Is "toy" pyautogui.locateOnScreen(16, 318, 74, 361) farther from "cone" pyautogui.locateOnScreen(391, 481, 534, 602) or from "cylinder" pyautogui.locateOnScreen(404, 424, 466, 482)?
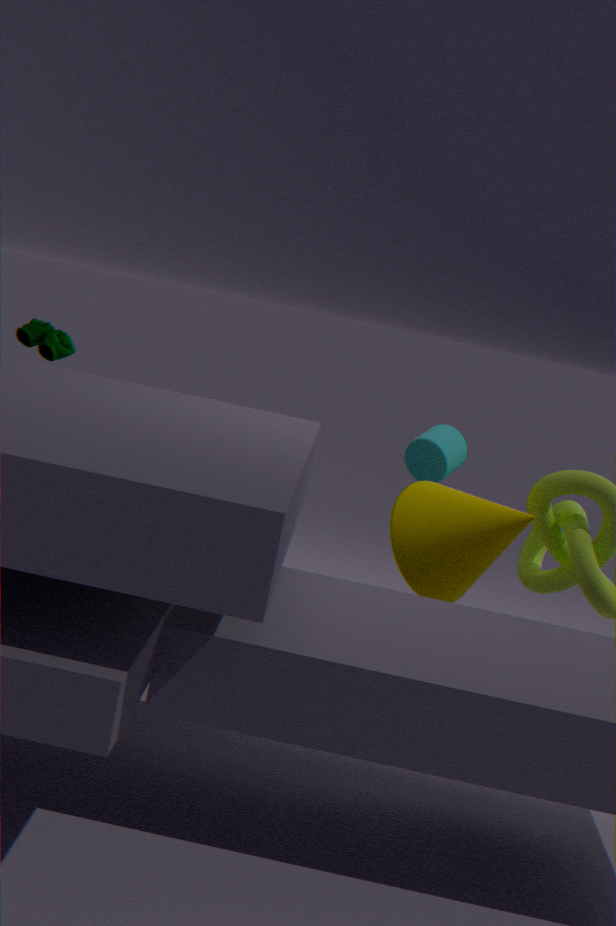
"cone" pyautogui.locateOnScreen(391, 481, 534, 602)
